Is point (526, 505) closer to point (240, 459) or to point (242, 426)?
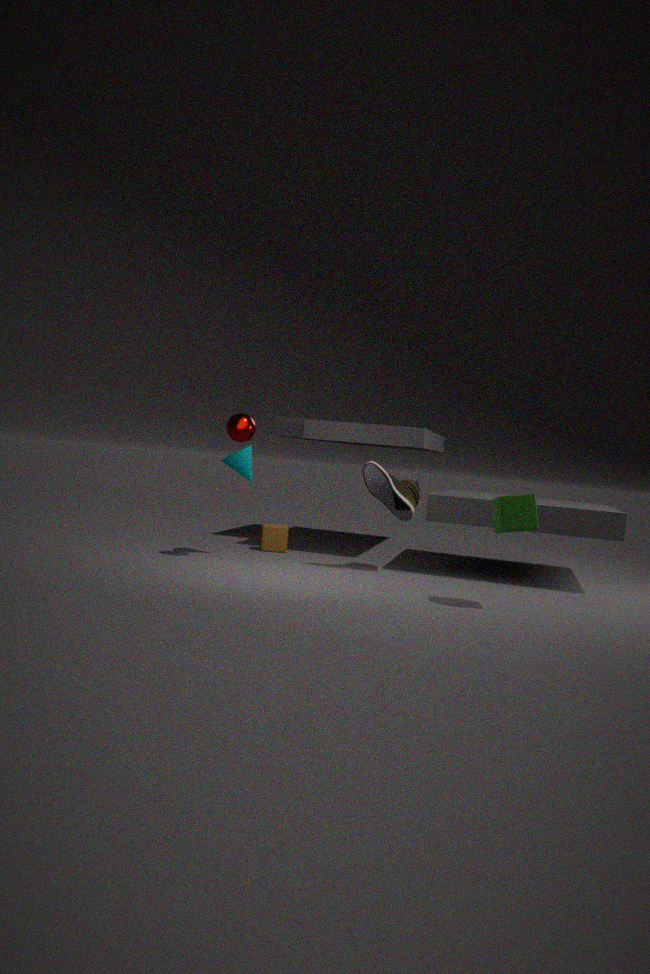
point (242, 426)
